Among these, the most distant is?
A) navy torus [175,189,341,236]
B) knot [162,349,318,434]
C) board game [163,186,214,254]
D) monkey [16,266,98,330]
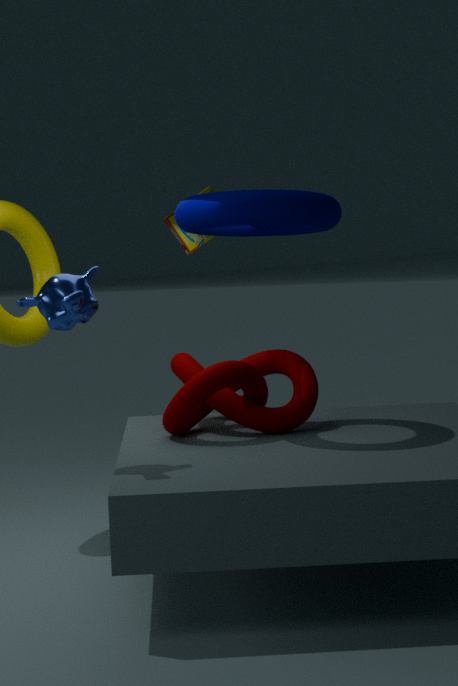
board game [163,186,214,254]
